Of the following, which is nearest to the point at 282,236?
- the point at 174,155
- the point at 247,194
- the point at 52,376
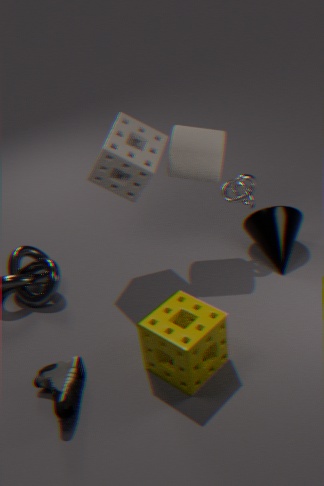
the point at 247,194
